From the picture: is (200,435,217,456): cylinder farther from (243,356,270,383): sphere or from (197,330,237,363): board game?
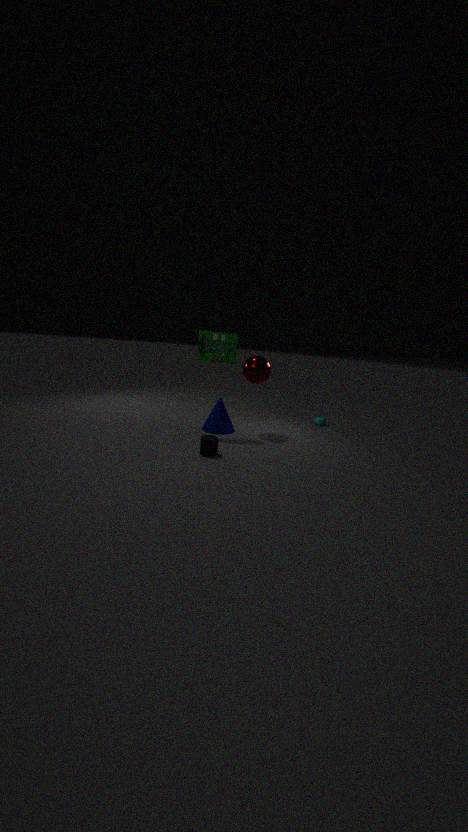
(243,356,270,383): sphere
